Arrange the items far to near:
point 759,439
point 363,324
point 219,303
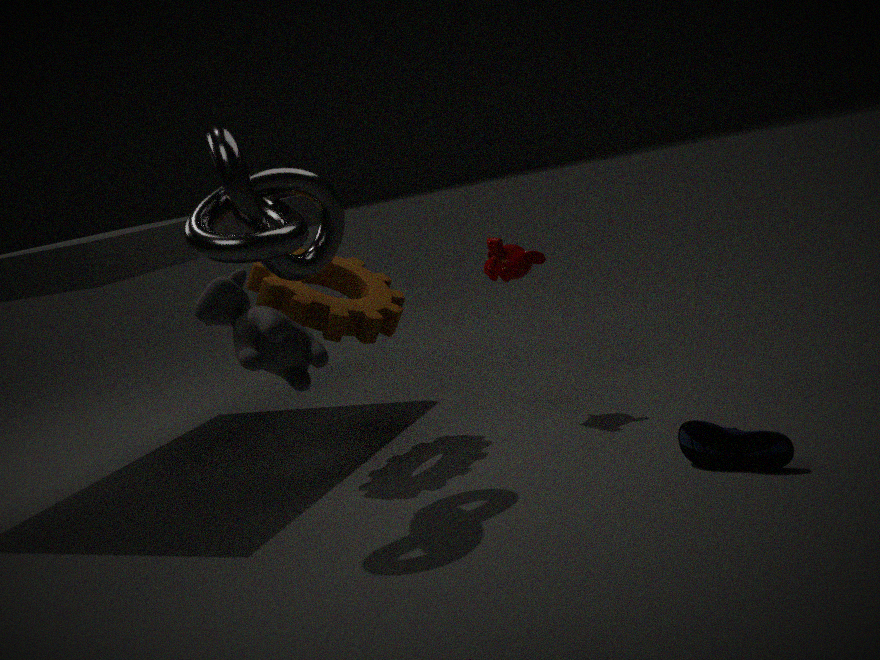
1. point 363,324
2. point 759,439
3. point 219,303
